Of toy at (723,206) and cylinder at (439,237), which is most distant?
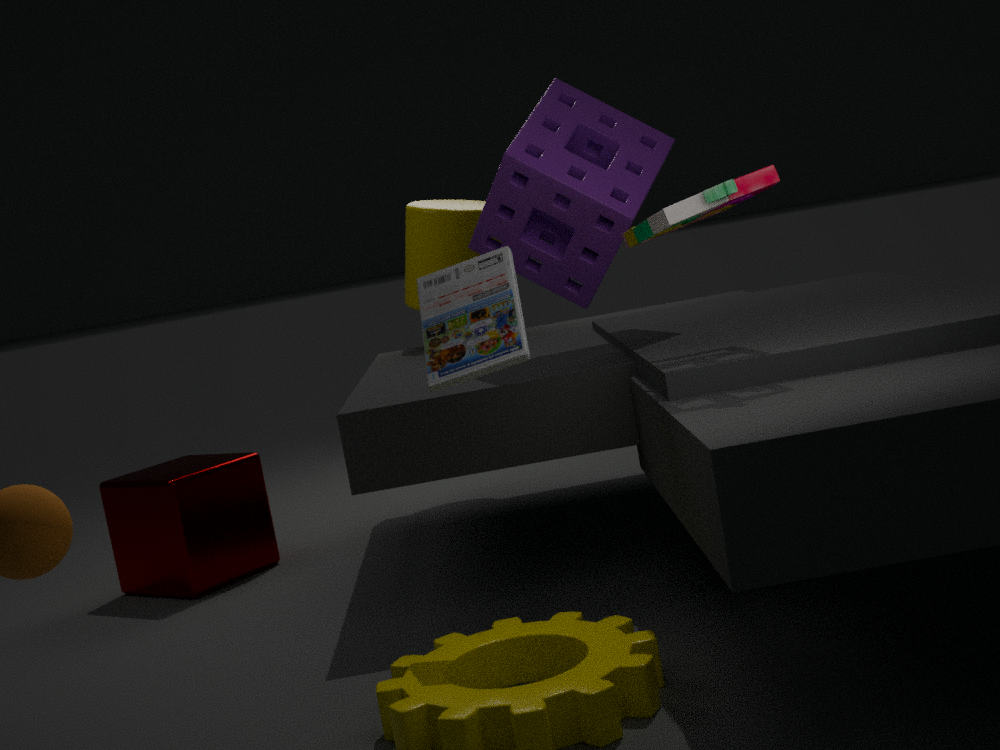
cylinder at (439,237)
